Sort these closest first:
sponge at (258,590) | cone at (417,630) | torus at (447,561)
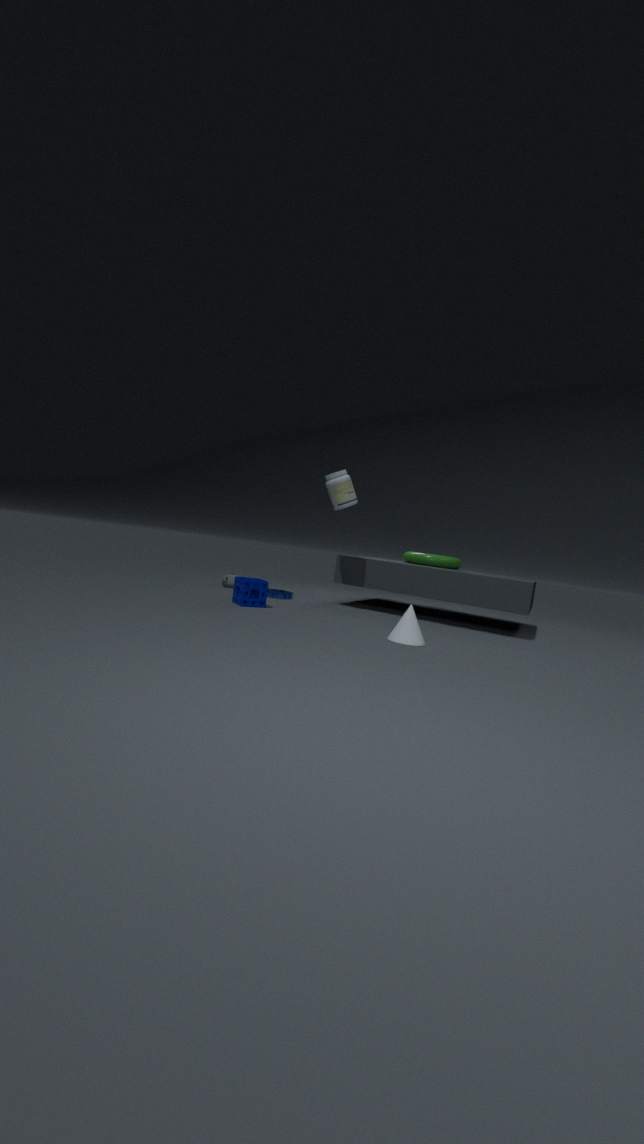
cone at (417,630) → sponge at (258,590) → torus at (447,561)
